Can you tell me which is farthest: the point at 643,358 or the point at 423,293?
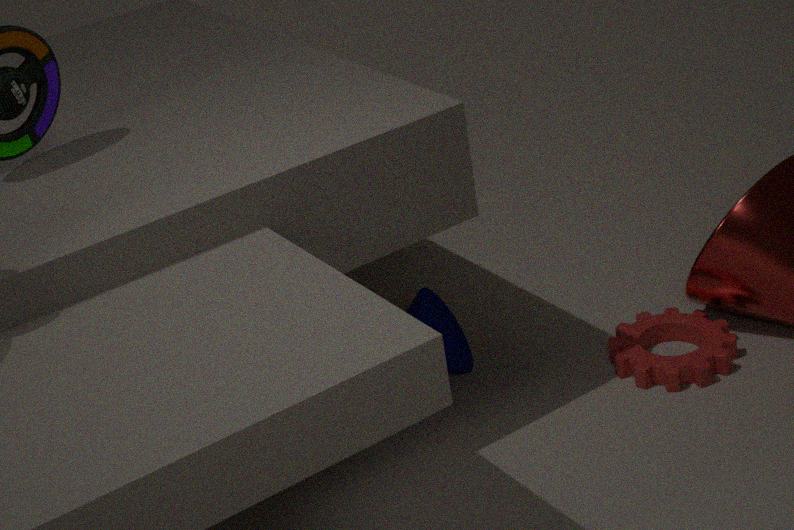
the point at 423,293
